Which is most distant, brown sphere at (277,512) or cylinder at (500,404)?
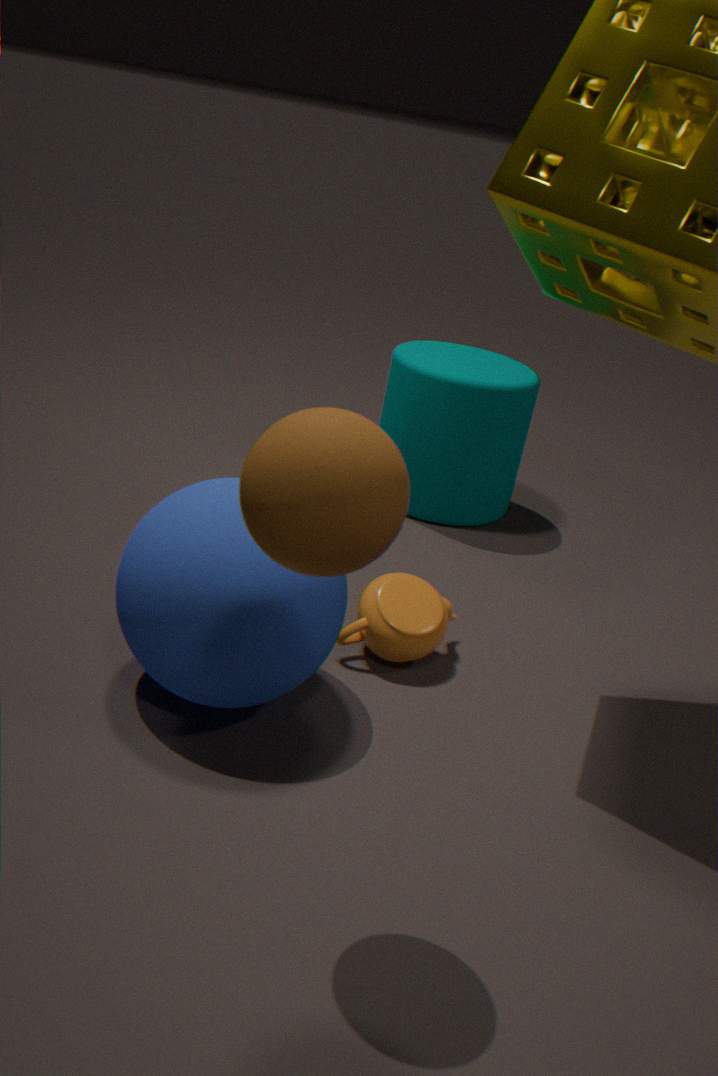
cylinder at (500,404)
